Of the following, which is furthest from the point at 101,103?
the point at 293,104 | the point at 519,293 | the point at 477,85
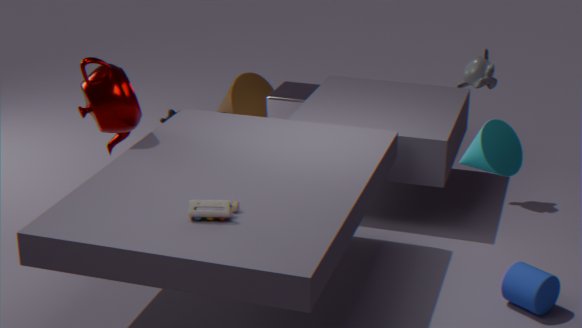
the point at 519,293
